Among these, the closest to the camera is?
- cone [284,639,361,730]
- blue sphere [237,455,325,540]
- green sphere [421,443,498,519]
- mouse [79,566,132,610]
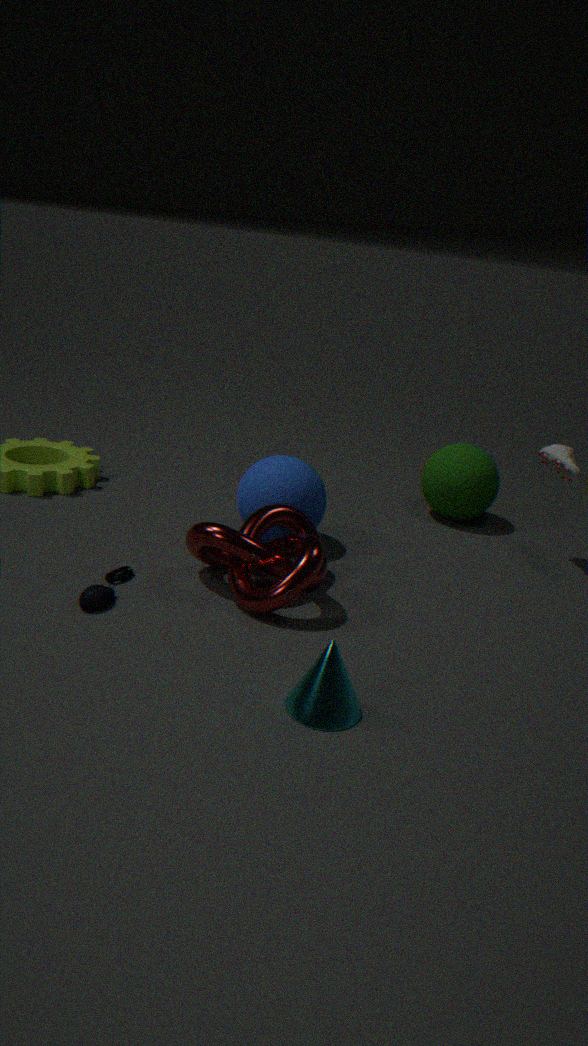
cone [284,639,361,730]
